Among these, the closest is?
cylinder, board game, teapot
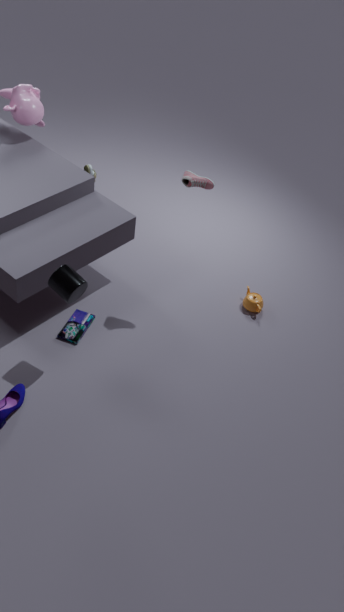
cylinder
